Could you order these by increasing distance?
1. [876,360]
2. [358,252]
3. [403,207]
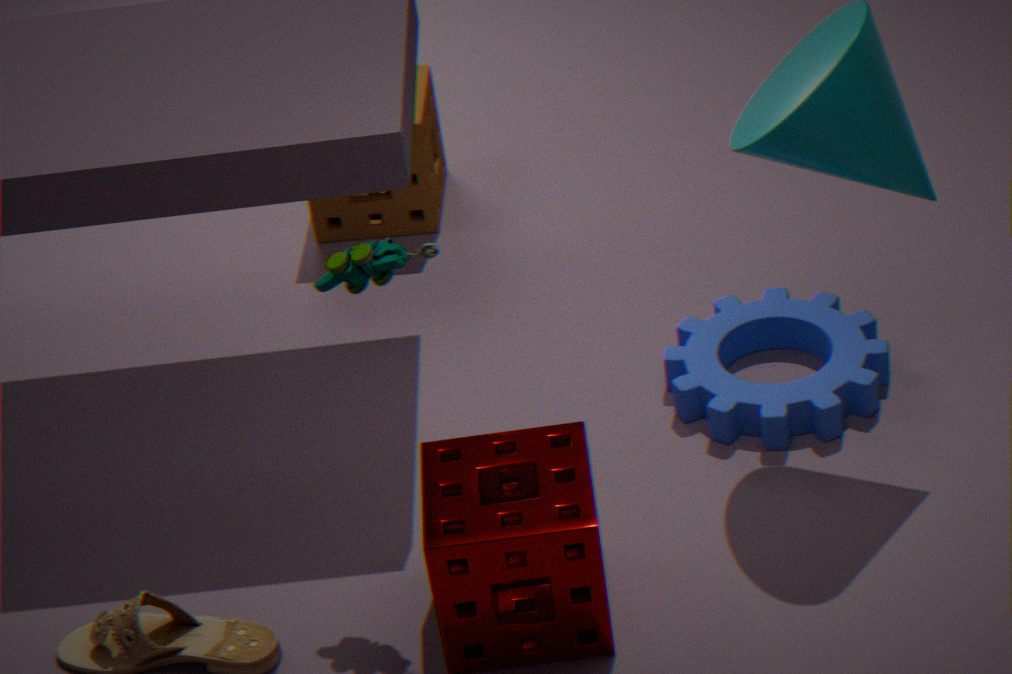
1. [358,252]
2. [876,360]
3. [403,207]
